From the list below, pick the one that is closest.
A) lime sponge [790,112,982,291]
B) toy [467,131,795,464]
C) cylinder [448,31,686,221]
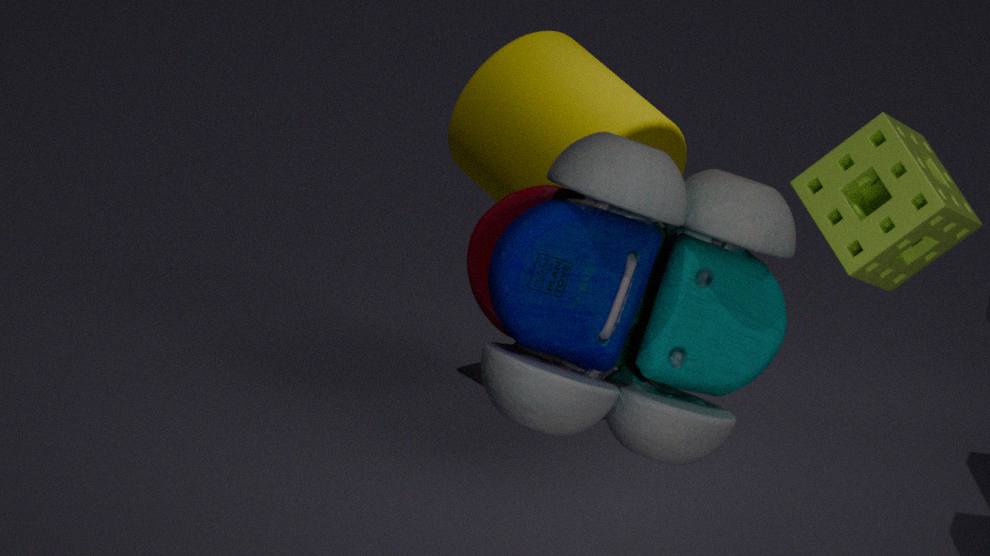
toy [467,131,795,464]
